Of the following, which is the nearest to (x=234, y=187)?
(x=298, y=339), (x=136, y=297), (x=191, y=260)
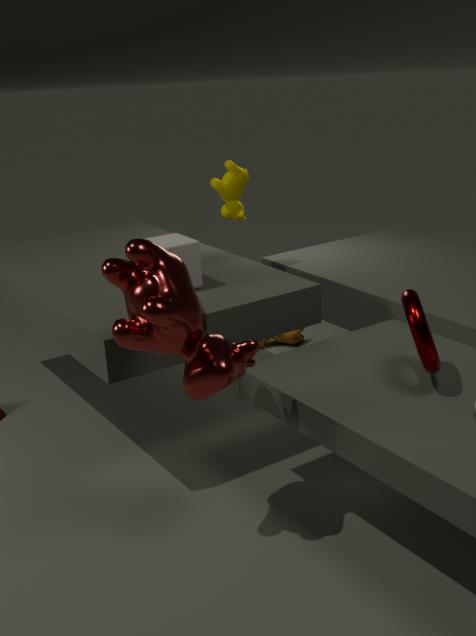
(x=191, y=260)
